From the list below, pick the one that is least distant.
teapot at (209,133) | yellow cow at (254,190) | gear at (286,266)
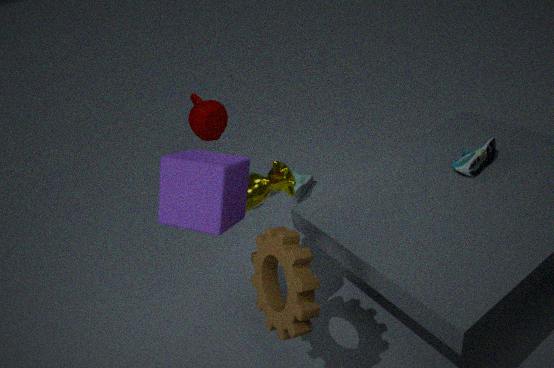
gear at (286,266)
